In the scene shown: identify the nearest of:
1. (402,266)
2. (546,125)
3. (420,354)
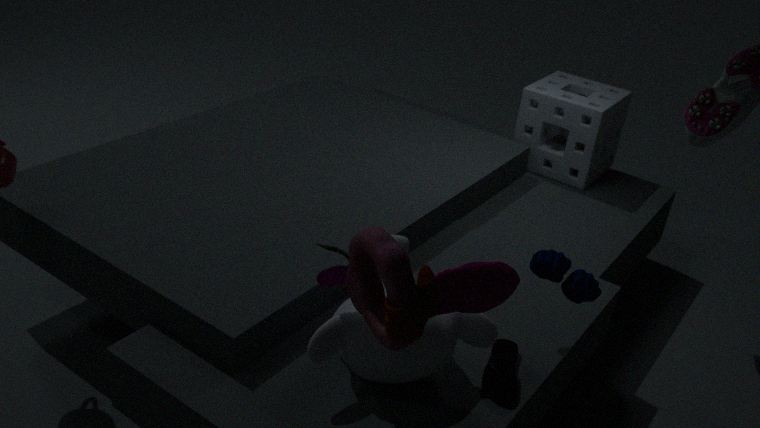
(402,266)
